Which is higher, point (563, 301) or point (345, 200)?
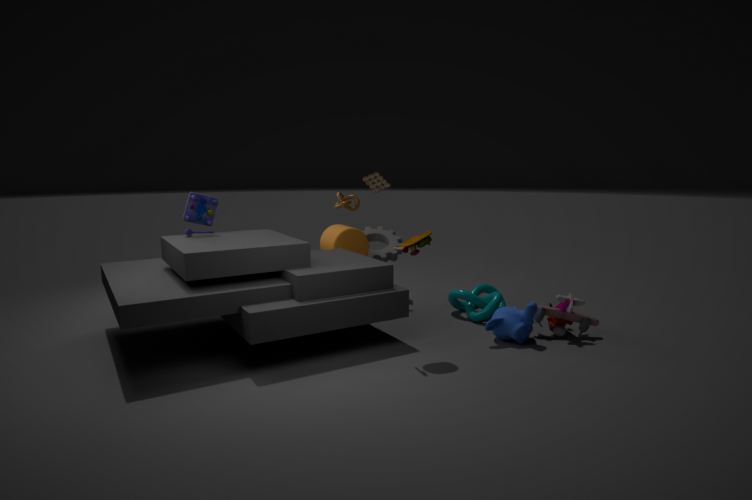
point (345, 200)
